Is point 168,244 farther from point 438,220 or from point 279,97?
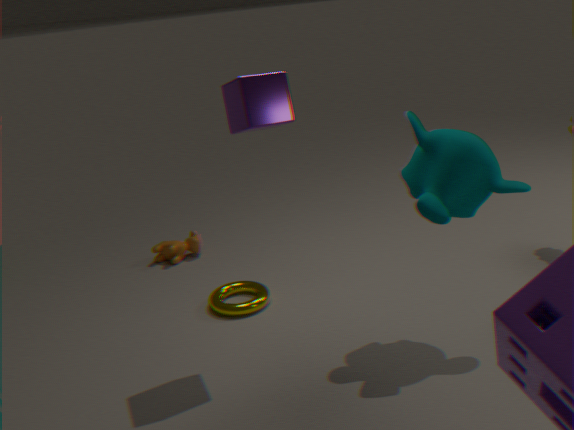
point 438,220
